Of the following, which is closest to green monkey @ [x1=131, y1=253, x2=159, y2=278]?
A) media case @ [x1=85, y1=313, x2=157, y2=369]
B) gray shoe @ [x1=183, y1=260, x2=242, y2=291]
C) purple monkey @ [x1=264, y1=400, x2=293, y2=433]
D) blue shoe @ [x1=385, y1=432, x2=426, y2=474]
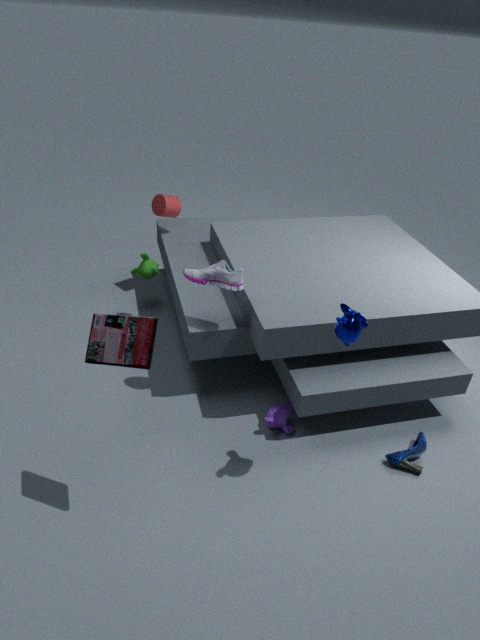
gray shoe @ [x1=183, y1=260, x2=242, y2=291]
